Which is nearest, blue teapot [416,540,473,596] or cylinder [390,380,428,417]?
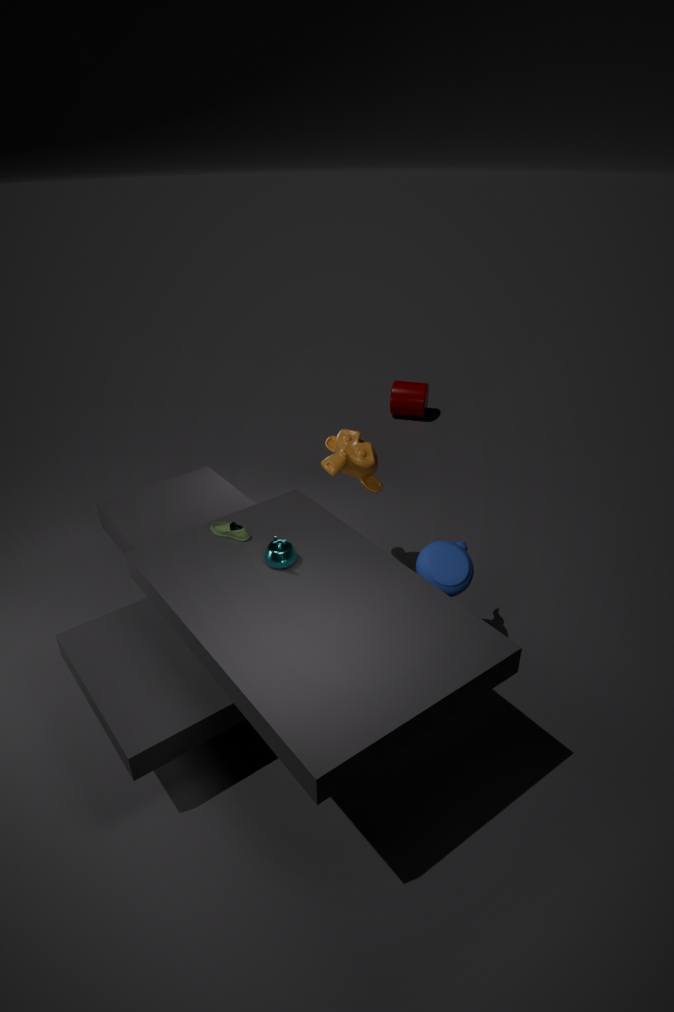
blue teapot [416,540,473,596]
